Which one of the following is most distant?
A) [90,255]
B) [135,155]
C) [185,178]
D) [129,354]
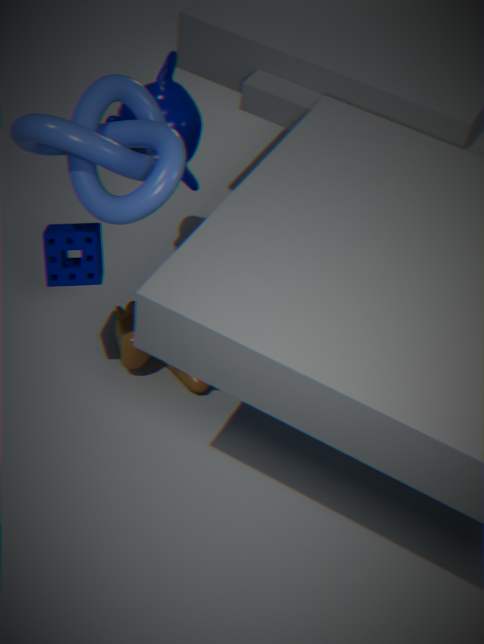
[185,178]
